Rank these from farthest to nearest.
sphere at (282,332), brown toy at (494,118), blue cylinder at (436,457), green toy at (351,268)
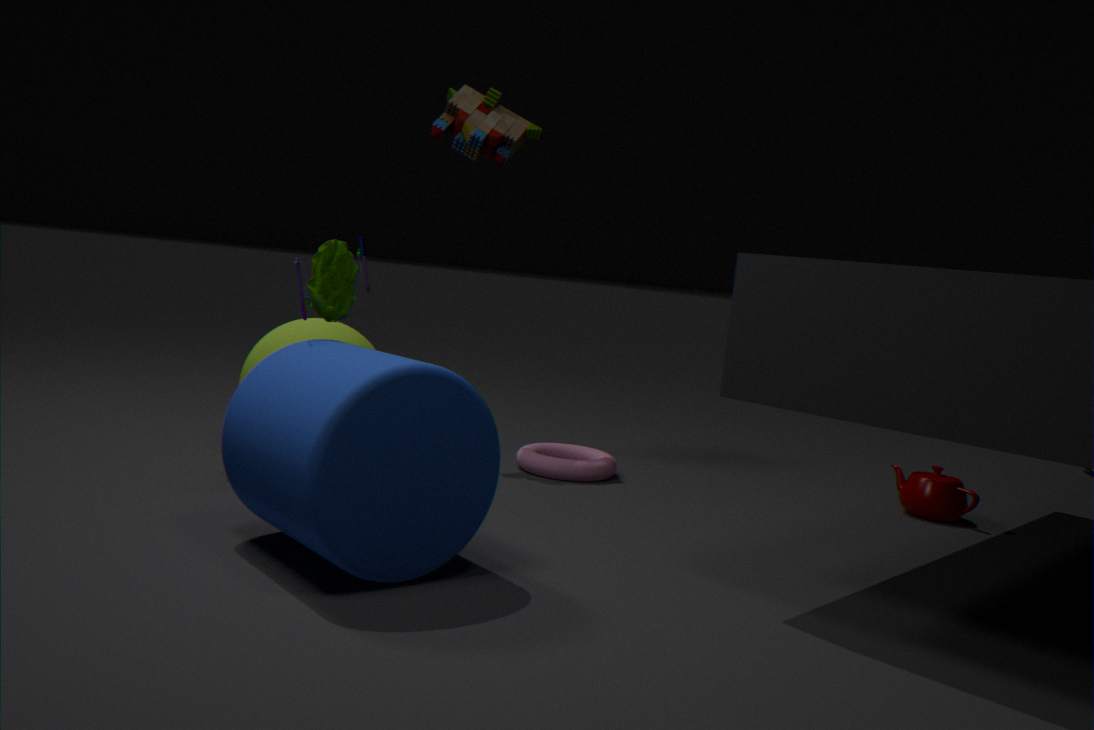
brown toy at (494,118), sphere at (282,332), green toy at (351,268), blue cylinder at (436,457)
